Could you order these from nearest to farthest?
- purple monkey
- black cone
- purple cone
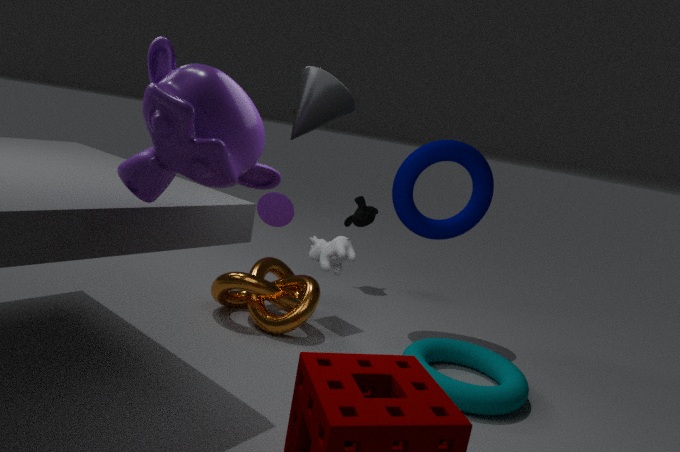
1. purple monkey
2. black cone
3. purple cone
